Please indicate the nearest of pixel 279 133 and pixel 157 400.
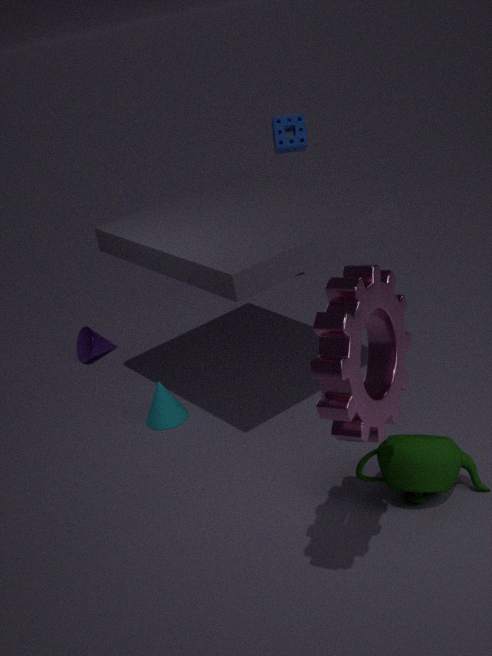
pixel 157 400
